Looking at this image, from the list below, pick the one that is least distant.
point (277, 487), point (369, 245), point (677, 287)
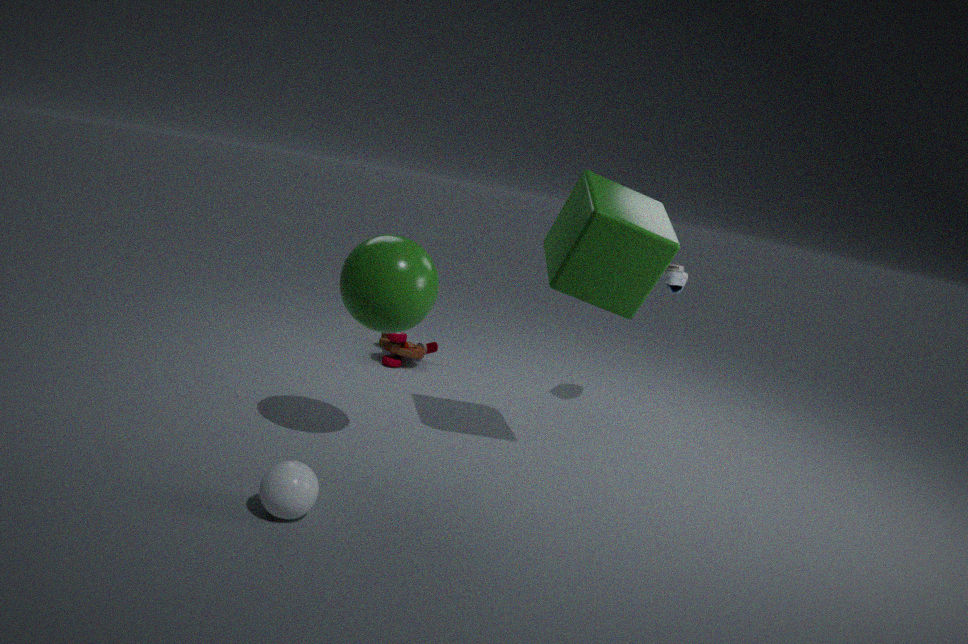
point (277, 487)
